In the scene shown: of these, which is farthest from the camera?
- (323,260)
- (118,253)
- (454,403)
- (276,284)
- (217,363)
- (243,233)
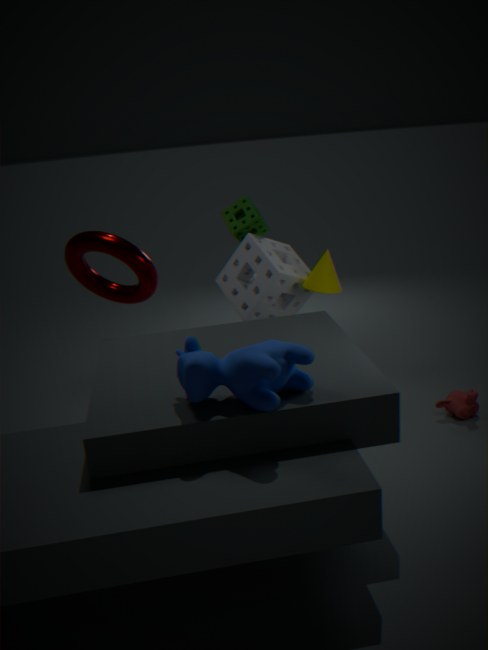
(243,233)
